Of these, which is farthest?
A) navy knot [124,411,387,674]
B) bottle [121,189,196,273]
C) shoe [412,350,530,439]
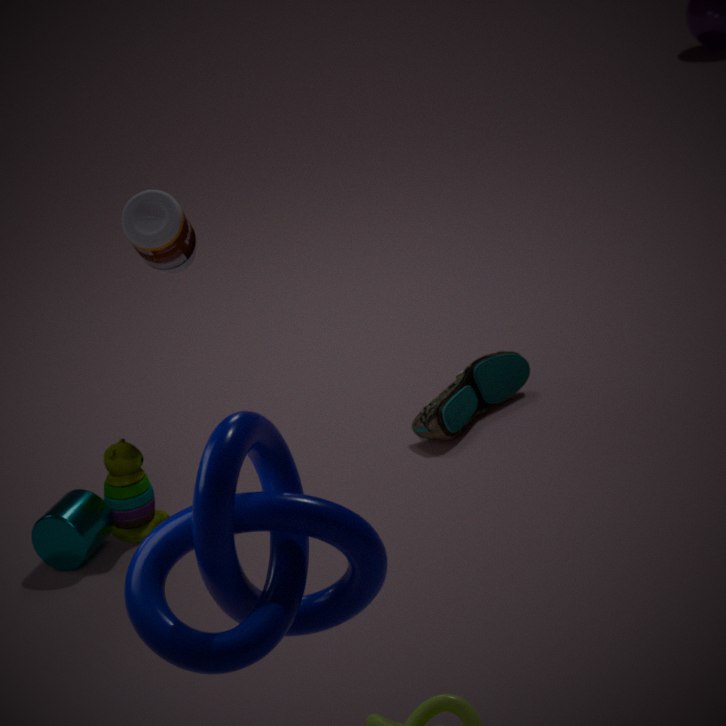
shoe [412,350,530,439]
